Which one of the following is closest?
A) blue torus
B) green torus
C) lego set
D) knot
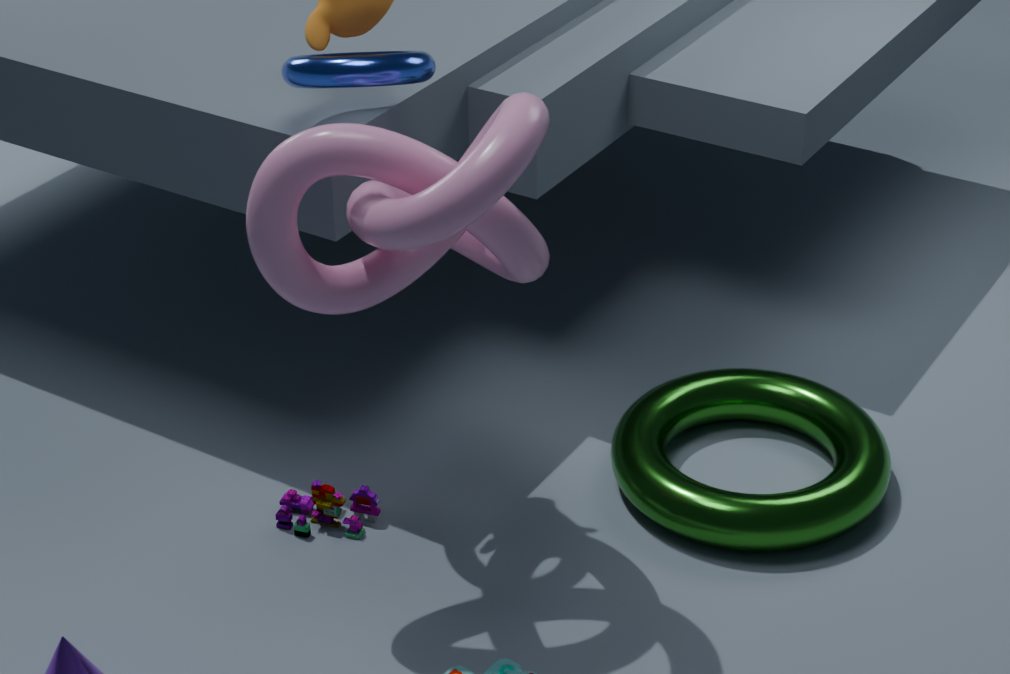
knot
